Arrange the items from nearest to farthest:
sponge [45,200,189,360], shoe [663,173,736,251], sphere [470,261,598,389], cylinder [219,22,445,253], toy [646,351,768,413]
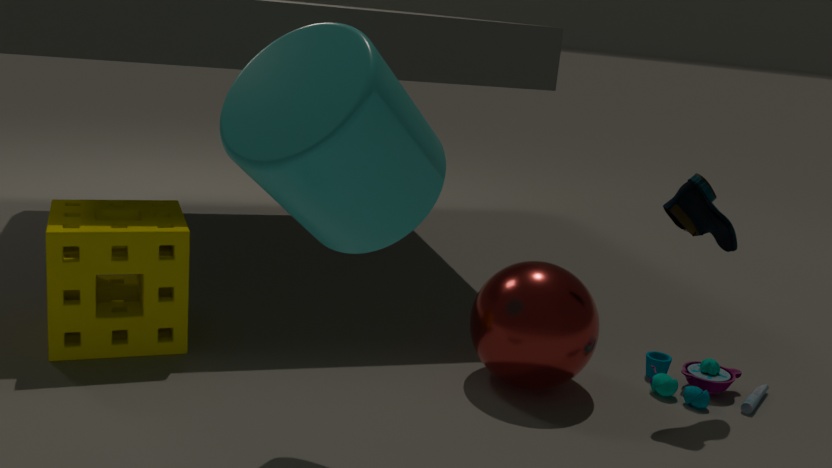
cylinder [219,22,445,253], sphere [470,261,598,389], sponge [45,200,189,360], shoe [663,173,736,251], toy [646,351,768,413]
